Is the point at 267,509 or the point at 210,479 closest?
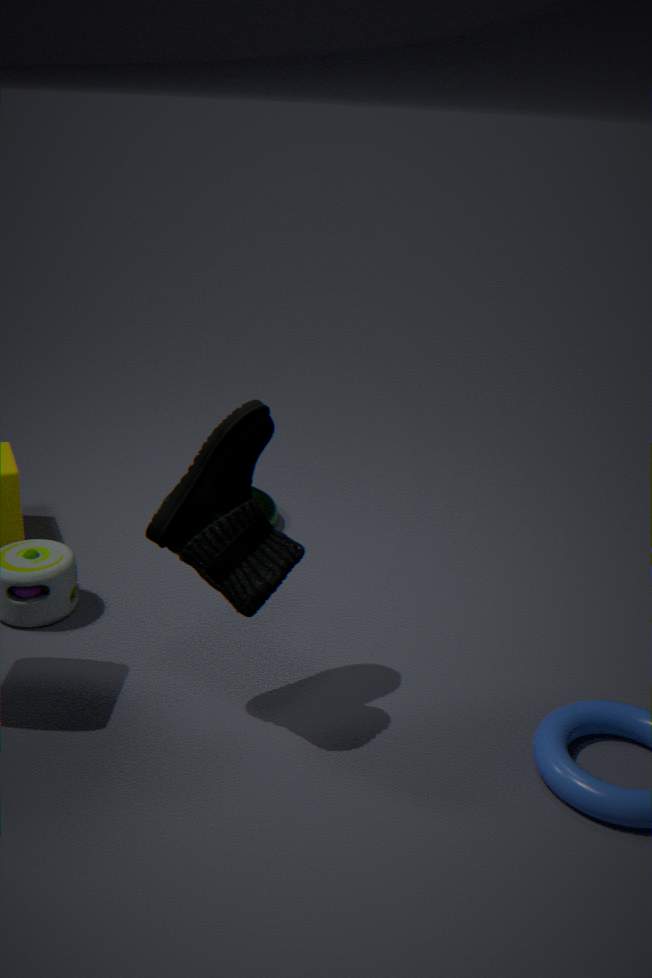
the point at 210,479
